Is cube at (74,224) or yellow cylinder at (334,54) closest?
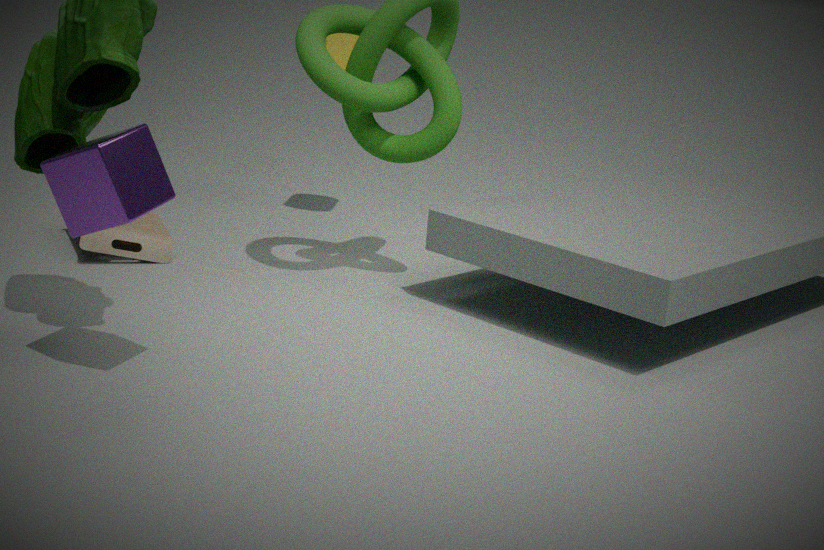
cube at (74,224)
